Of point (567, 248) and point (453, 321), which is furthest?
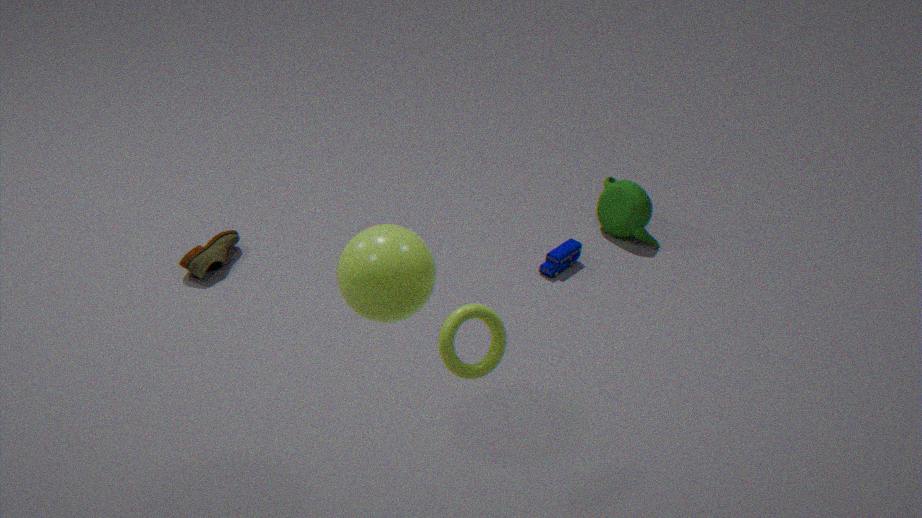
point (567, 248)
